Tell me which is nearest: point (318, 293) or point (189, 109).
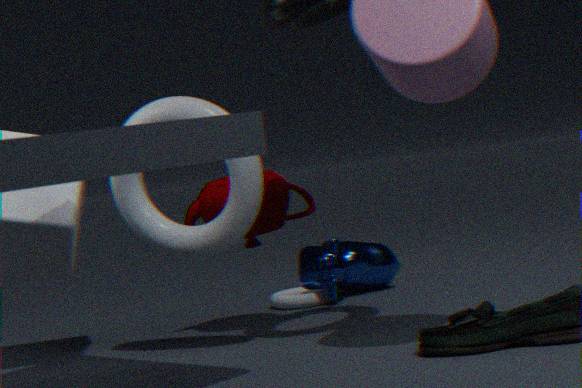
point (189, 109)
